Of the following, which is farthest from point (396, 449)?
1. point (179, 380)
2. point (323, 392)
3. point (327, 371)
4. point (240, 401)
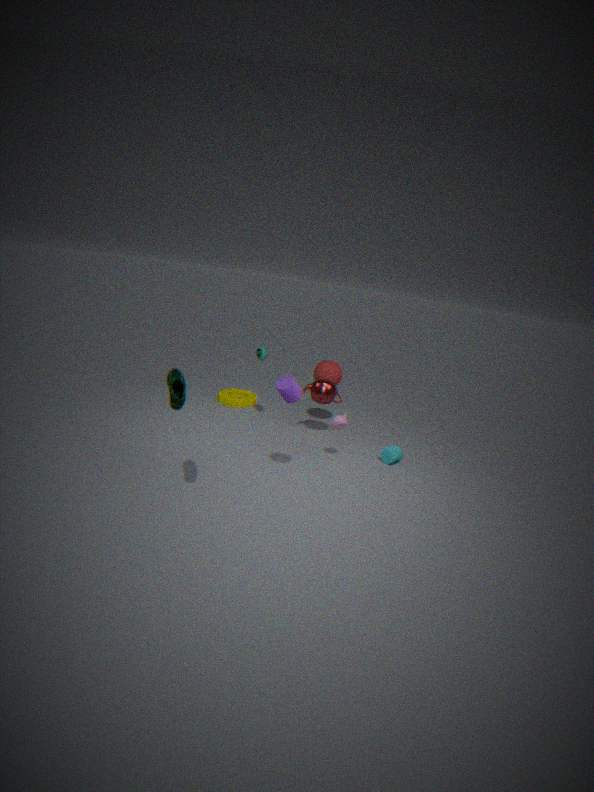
point (179, 380)
